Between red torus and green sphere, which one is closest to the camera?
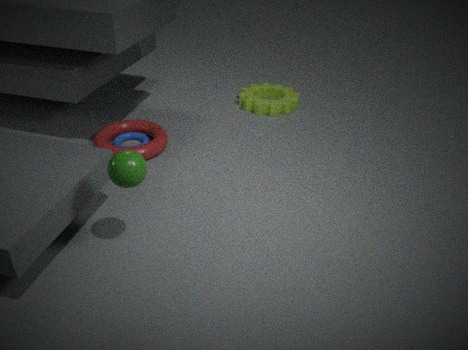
green sphere
